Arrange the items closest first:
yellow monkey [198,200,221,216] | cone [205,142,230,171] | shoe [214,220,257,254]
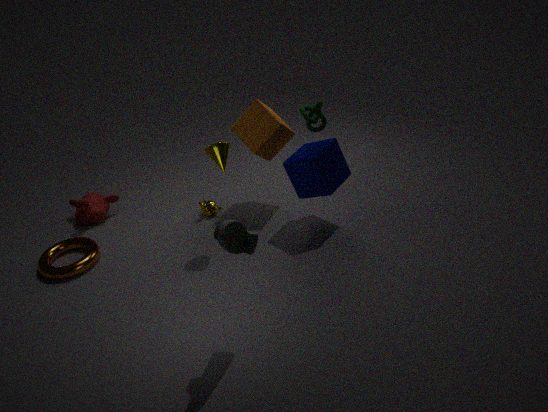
1. shoe [214,220,257,254]
2. cone [205,142,230,171]
3. yellow monkey [198,200,221,216]
